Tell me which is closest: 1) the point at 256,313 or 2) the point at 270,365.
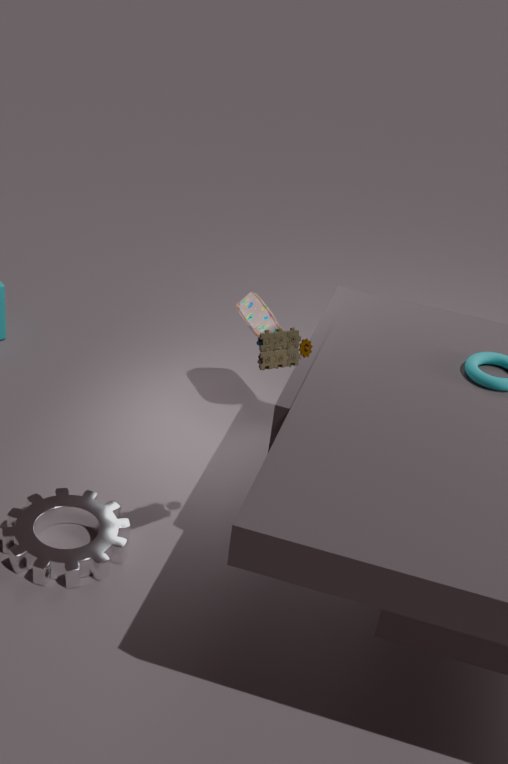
2. the point at 270,365
